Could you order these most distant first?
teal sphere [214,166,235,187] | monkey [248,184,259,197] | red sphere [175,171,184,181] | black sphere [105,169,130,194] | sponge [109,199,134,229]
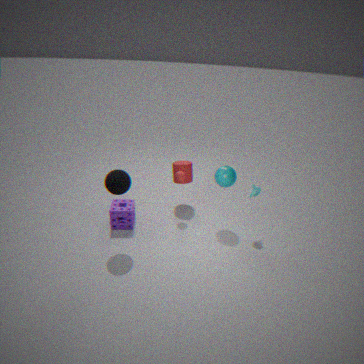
1. red sphere [175,171,184,181]
2. sponge [109,199,134,229]
3. teal sphere [214,166,235,187]
4. monkey [248,184,259,197]
5. black sphere [105,169,130,194]
